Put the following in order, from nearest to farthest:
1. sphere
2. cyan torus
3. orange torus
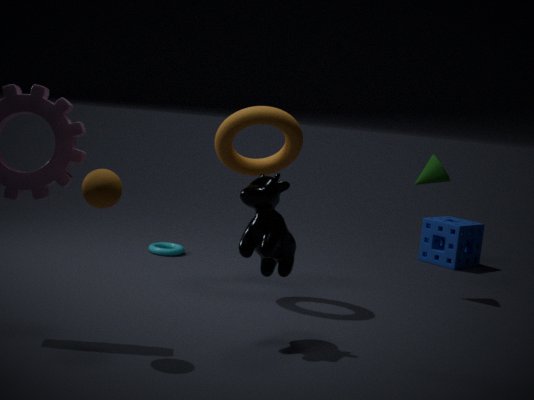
sphere → orange torus → cyan torus
